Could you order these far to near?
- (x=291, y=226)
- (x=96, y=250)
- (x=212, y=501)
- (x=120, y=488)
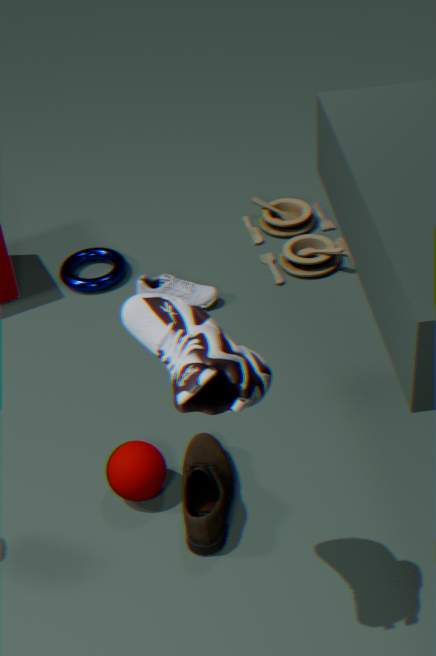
(x=291, y=226) → (x=96, y=250) → (x=212, y=501) → (x=120, y=488)
